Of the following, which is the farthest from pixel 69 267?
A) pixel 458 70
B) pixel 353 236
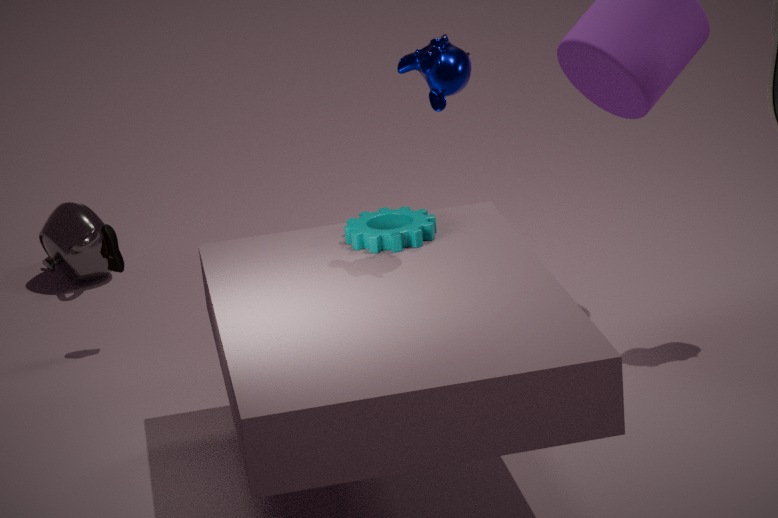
pixel 458 70
